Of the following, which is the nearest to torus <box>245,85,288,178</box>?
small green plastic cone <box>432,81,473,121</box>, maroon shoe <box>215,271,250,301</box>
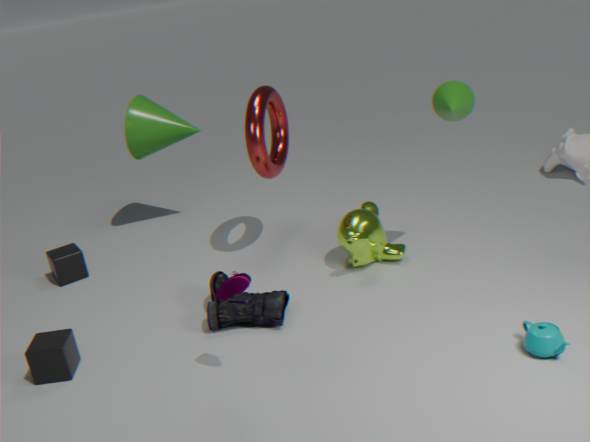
small green plastic cone <box>432,81,473,121</box>
